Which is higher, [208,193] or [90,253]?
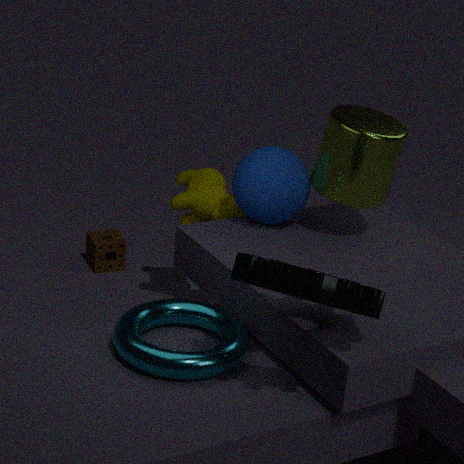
[208,193]
